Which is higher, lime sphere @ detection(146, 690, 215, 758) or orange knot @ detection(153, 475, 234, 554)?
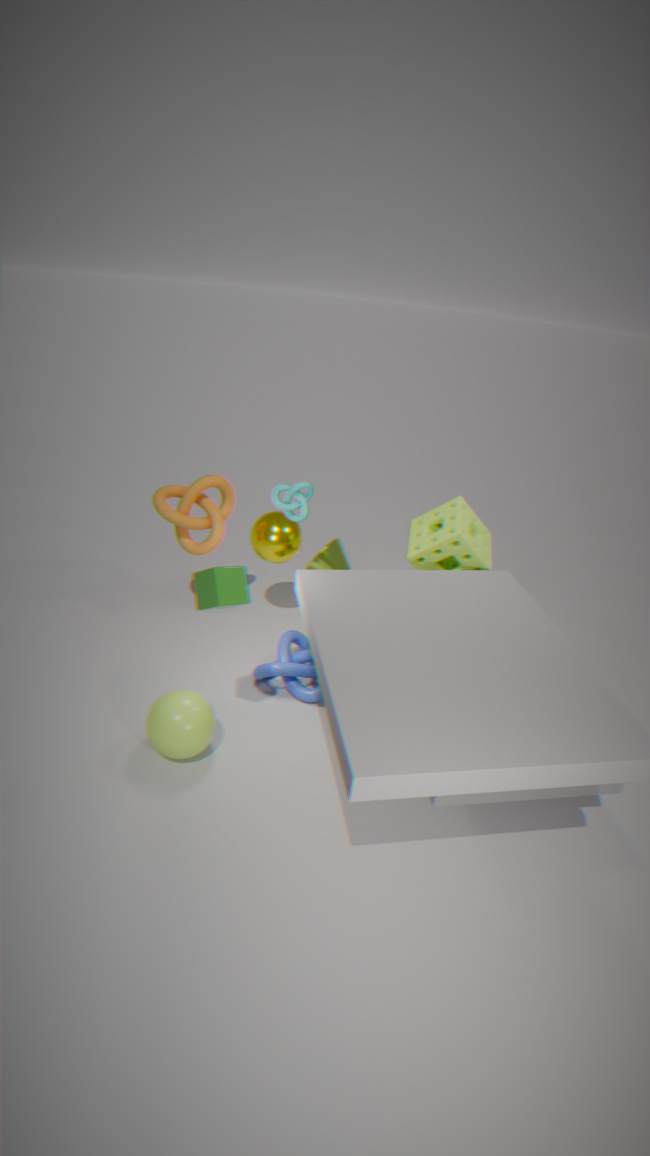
orange knot @ detection(153, 475, 234, 554)
